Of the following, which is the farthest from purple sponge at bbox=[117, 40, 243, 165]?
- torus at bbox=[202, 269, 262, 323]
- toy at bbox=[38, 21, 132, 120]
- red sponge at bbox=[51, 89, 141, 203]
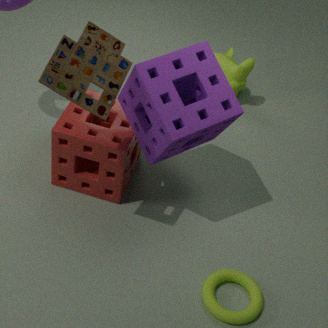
torus at bbox=[202, 269, 262, 323]
